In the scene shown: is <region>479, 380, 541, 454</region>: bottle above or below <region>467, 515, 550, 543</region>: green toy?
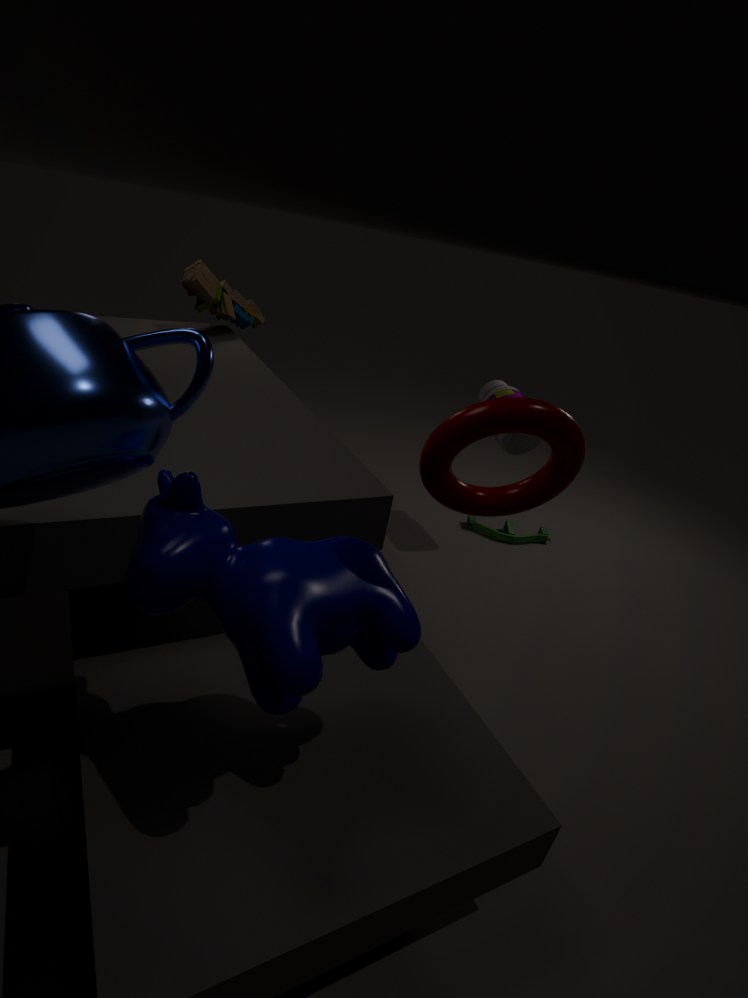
above
